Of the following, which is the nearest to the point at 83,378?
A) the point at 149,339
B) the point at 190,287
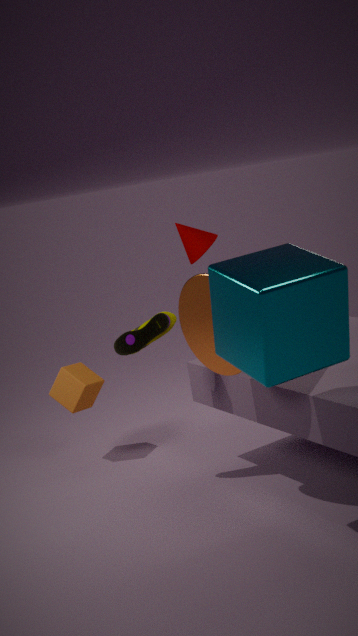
the point at 149,339
